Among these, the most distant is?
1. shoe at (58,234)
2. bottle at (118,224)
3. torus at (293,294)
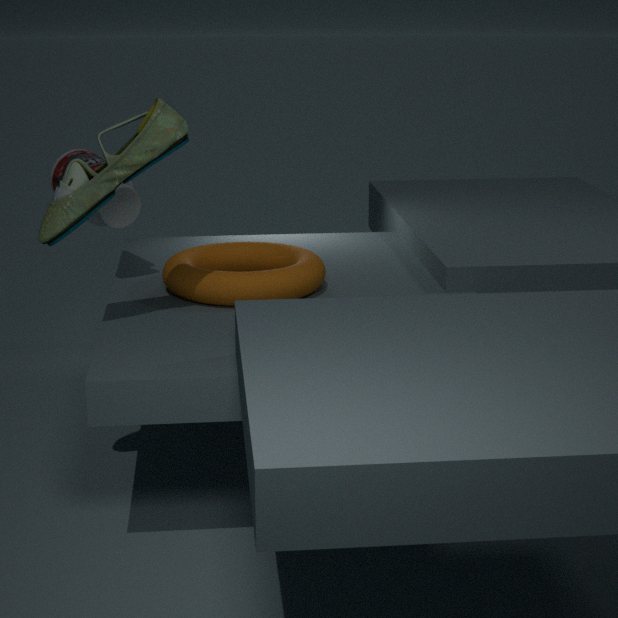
bottle at (118,224)
